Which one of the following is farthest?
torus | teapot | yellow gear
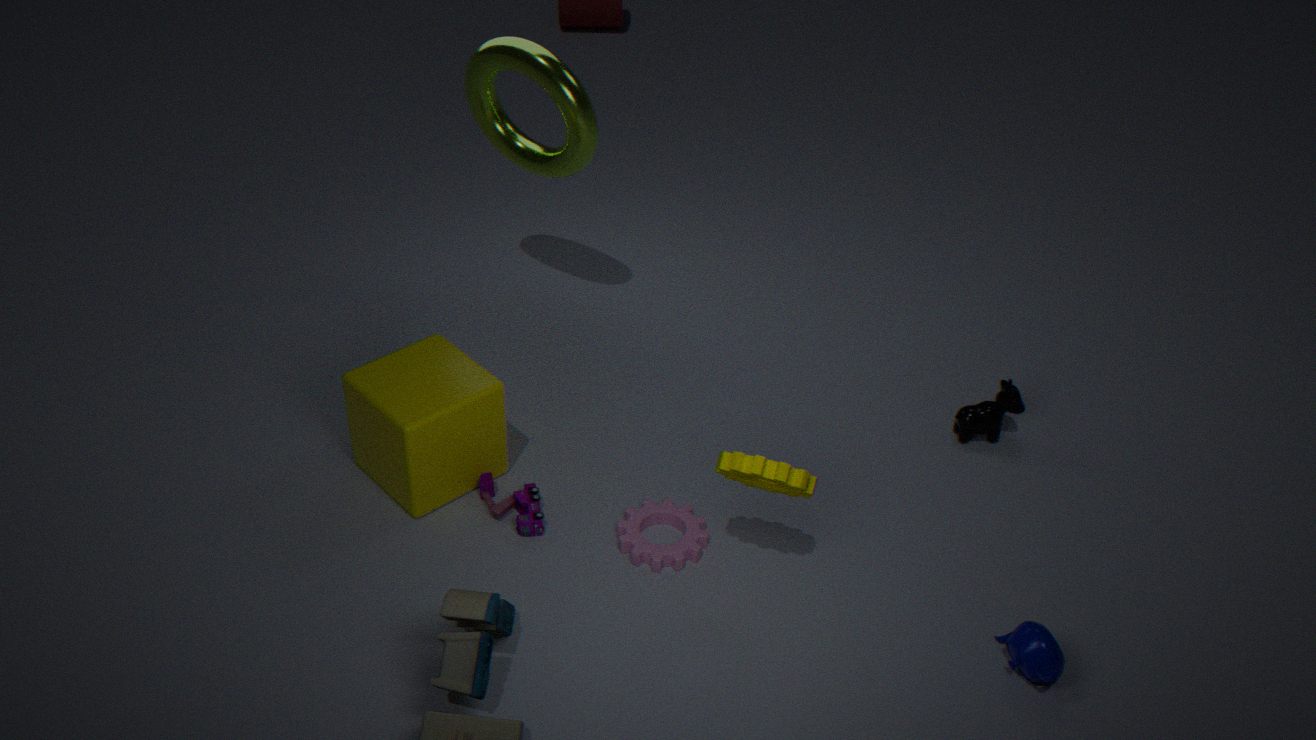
torus
